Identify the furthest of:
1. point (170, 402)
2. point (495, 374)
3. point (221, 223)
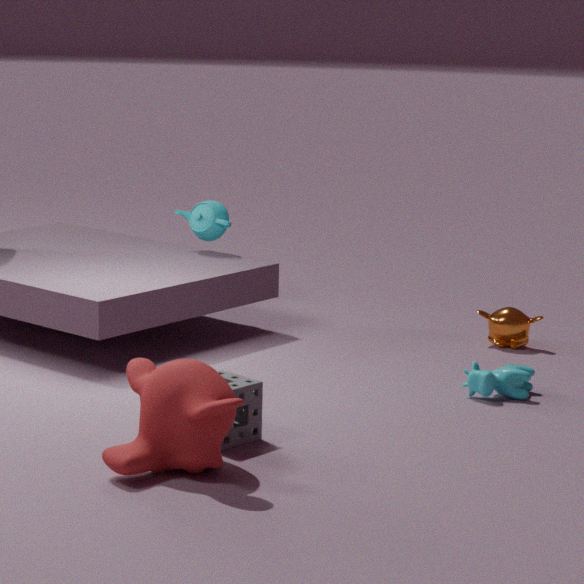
point (221, 223)
